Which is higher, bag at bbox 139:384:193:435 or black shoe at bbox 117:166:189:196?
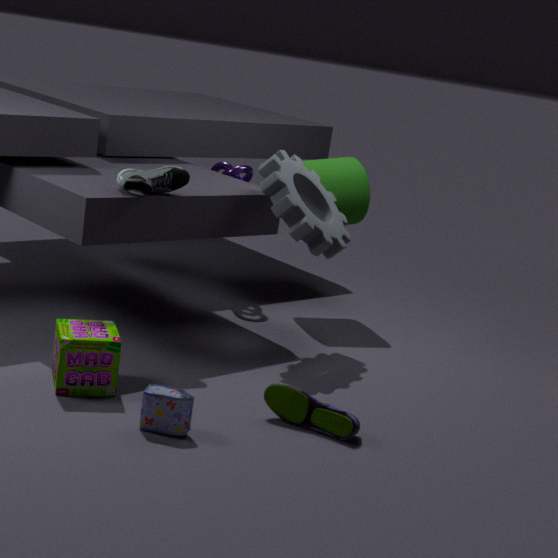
black shoe at bbox 117:166:189:196
